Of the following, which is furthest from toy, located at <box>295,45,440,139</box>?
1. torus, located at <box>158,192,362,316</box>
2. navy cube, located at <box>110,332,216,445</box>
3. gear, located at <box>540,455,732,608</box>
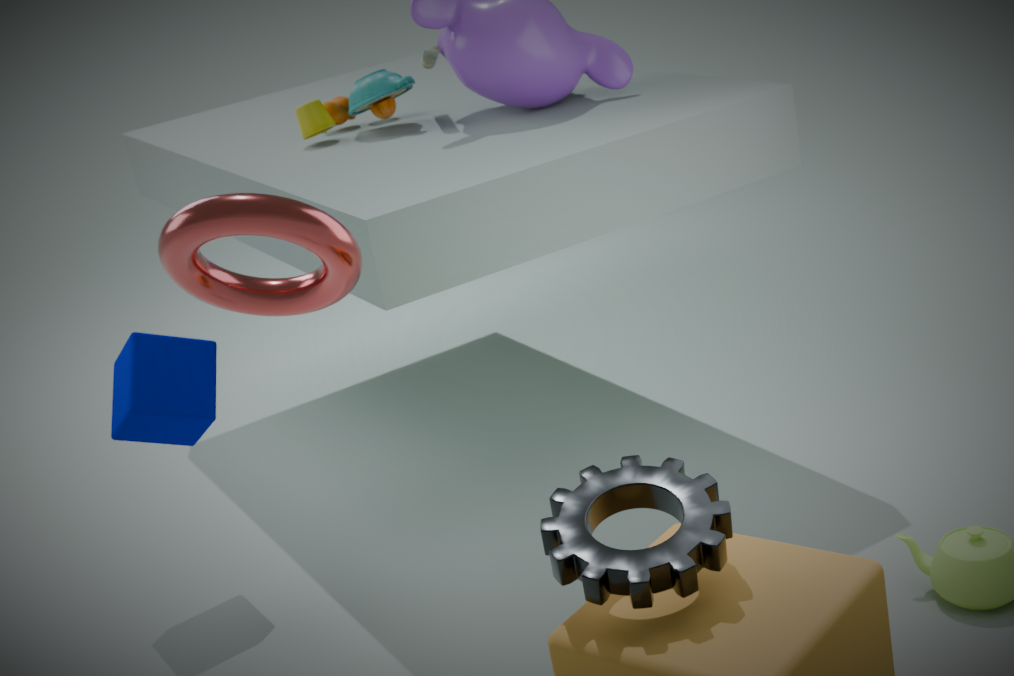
gear, located at <box>540,455,732,608</box>
